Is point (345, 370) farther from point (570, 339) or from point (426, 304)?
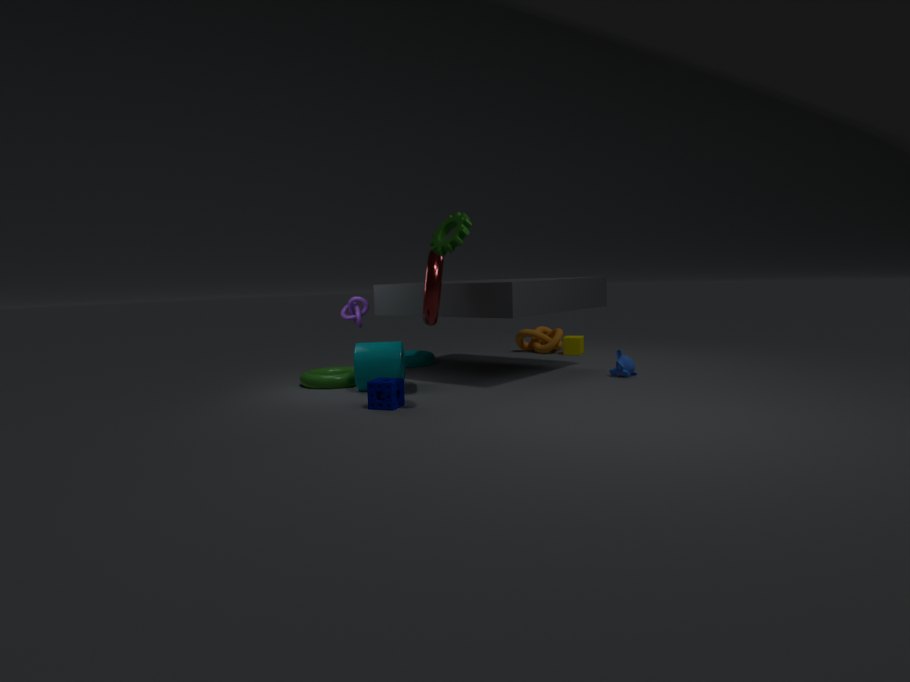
point (570, 339)
